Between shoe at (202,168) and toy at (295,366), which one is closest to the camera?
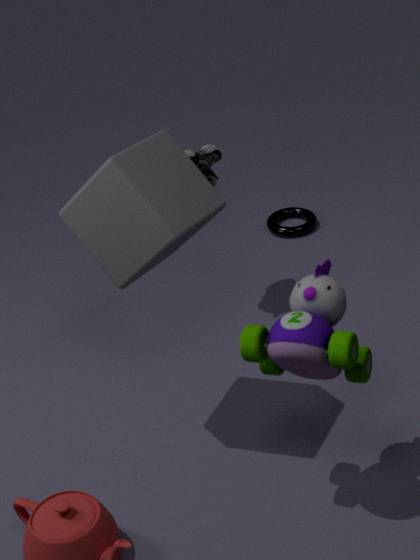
toy at (295,366)
